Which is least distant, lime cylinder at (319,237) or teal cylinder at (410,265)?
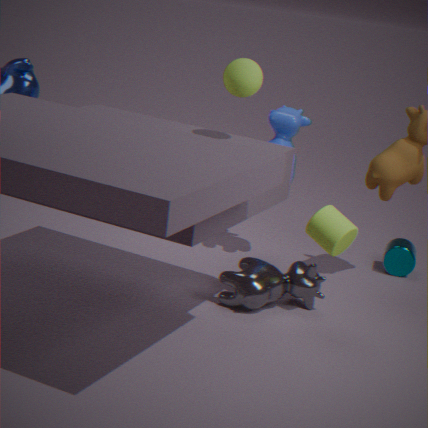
lime cylinder at (319,237)
